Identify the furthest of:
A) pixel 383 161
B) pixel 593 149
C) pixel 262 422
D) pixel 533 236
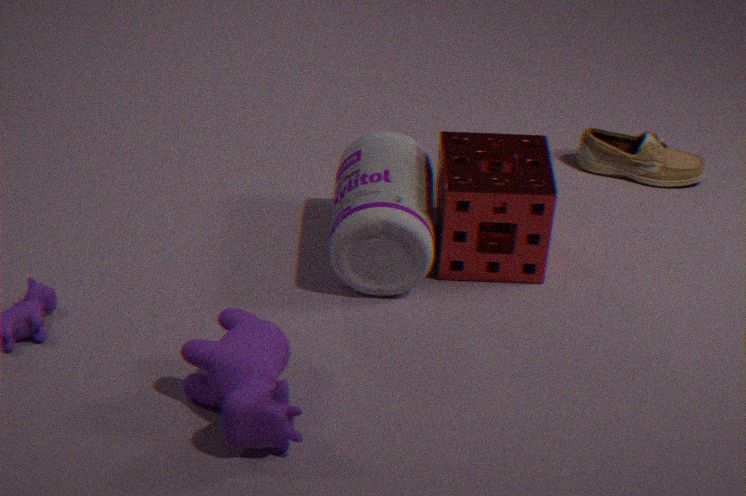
pixel 593 149
